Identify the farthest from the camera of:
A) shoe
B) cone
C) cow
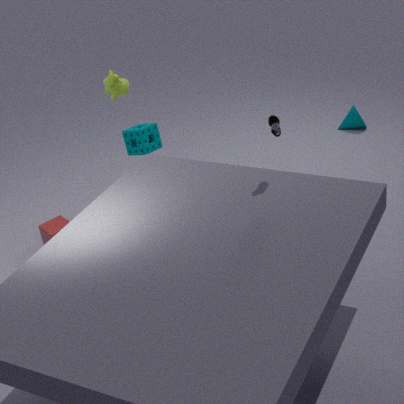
cone
